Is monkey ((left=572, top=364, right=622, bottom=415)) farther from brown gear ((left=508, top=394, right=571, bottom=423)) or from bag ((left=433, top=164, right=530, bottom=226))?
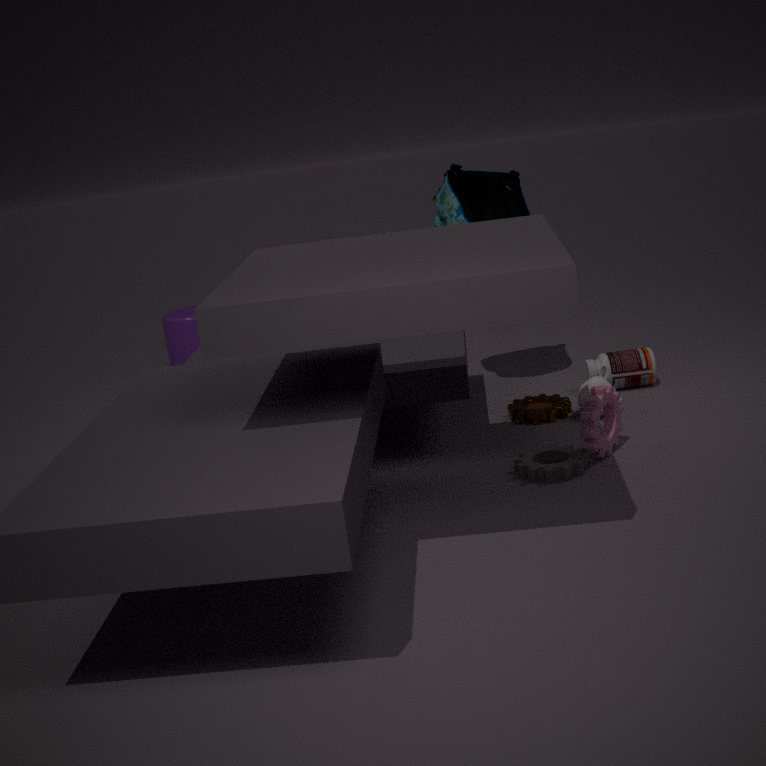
bag ((left=433, top=164, right=530, bottom=226))
